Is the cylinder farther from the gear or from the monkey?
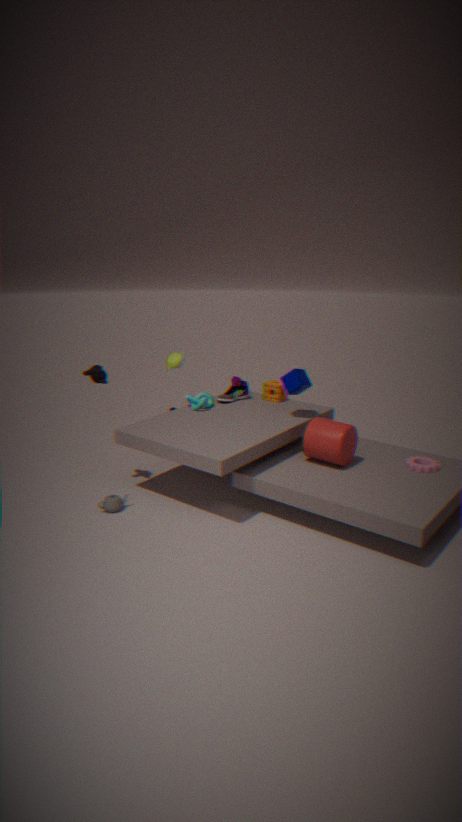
the monkey
